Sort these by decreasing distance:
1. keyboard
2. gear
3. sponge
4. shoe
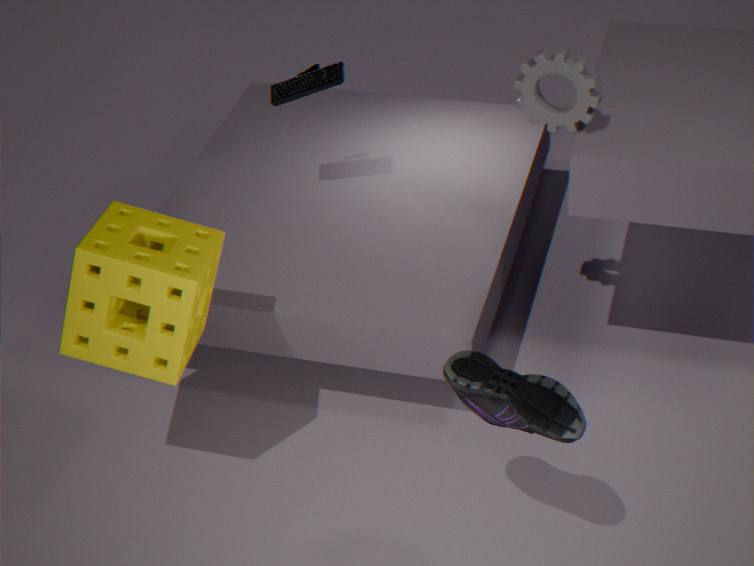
keyboard
gear
sponge
shoe
